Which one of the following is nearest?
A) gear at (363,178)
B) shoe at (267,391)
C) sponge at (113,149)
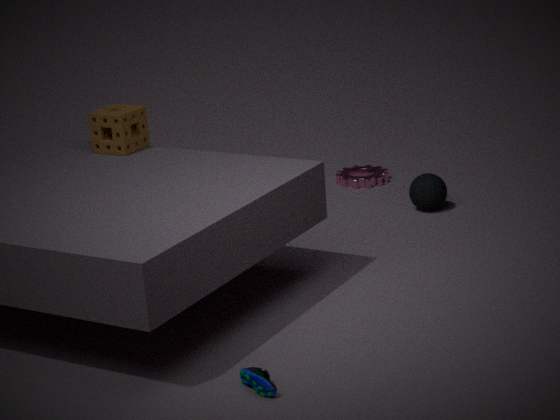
shoe at (267,391)
